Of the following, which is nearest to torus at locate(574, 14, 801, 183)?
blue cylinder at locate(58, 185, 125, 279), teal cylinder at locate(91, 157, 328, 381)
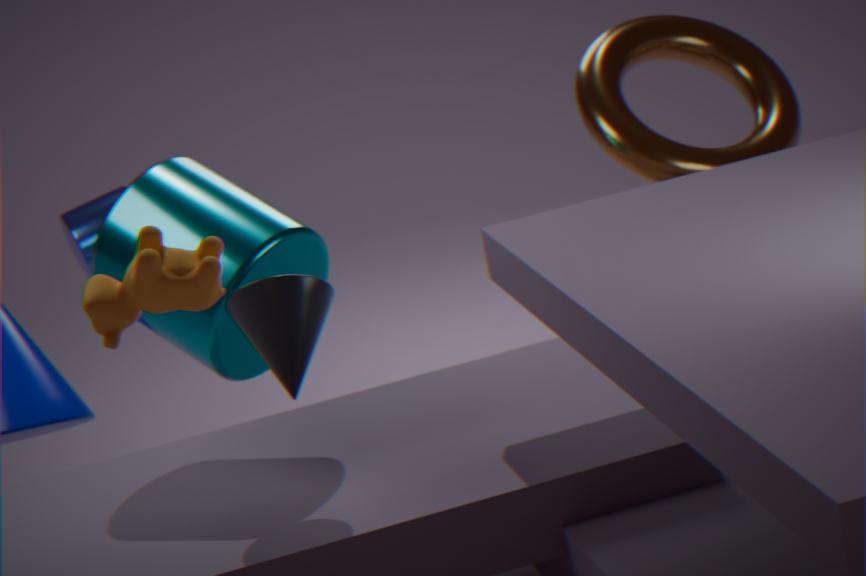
teal cylinder at locate(91, 157, 328, 381)
